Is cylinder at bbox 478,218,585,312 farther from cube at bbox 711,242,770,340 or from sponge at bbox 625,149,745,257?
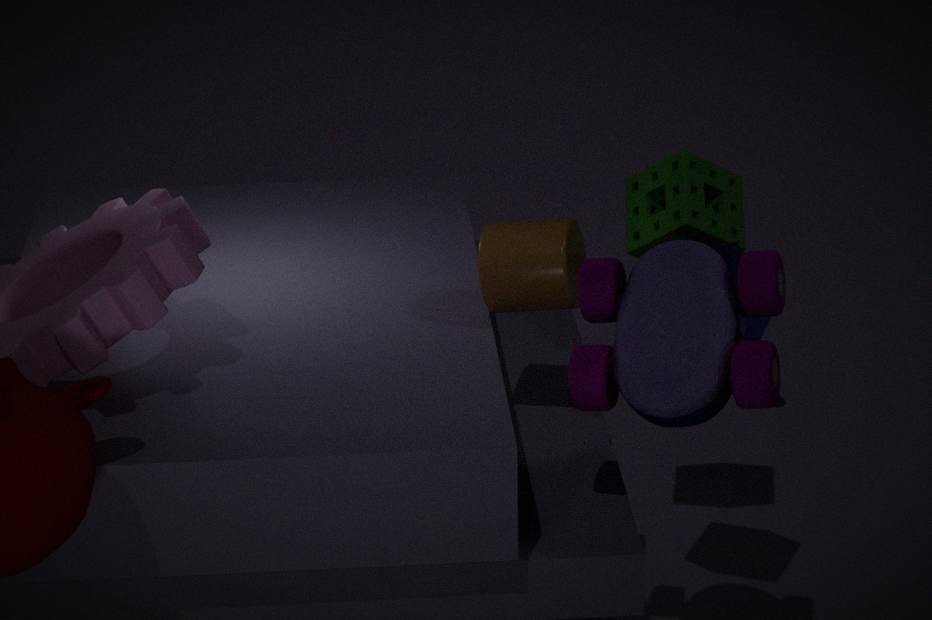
sponge at bbox 625,149,745,257
